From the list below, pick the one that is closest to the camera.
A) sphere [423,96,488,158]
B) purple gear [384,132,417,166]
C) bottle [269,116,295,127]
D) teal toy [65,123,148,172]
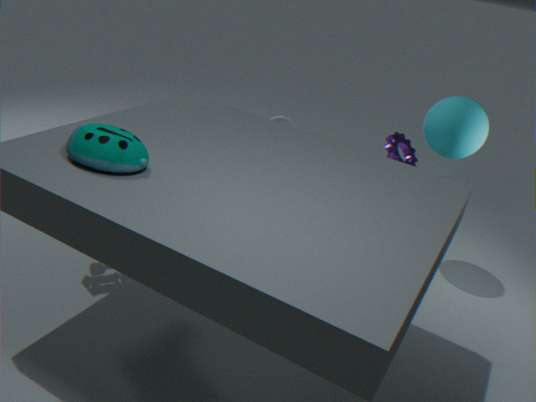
teal toy [65,123,148,172]
